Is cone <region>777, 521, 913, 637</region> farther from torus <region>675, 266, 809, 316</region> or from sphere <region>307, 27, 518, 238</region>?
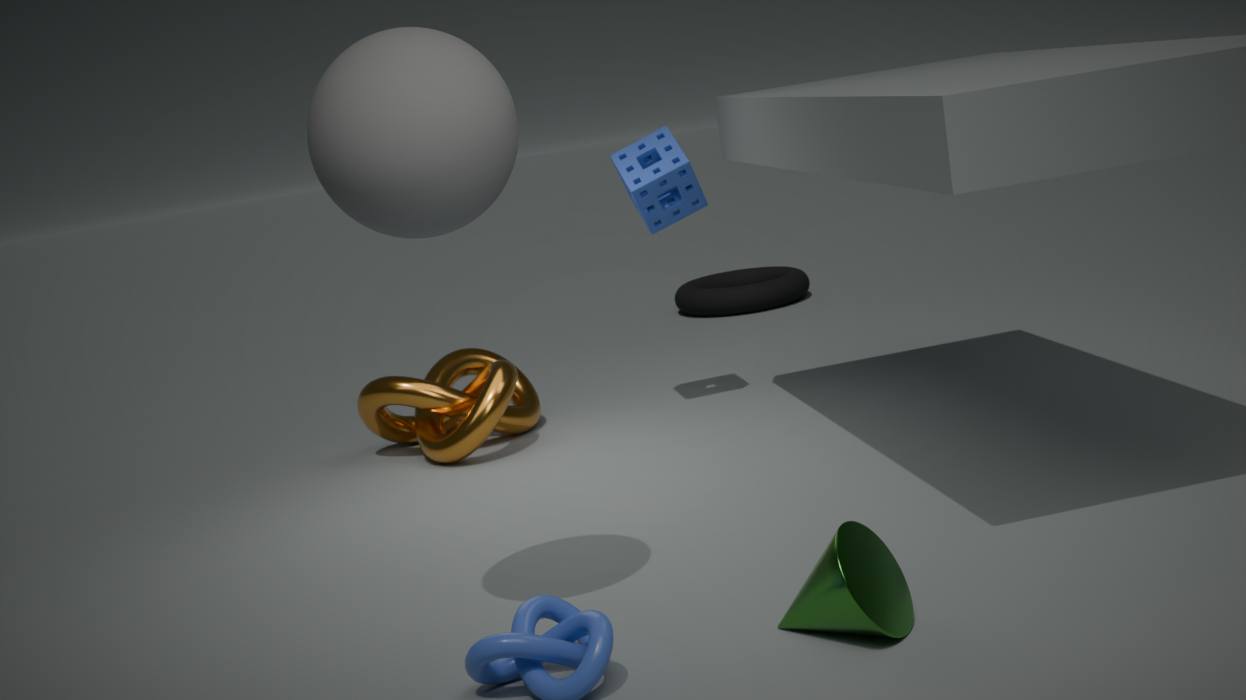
torus <region>675, 266, 809, 316</region>
